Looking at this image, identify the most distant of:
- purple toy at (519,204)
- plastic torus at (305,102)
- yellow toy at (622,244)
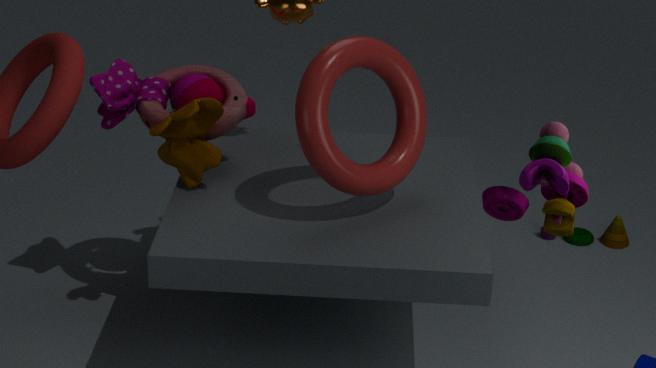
yellow toy at (622,244)
